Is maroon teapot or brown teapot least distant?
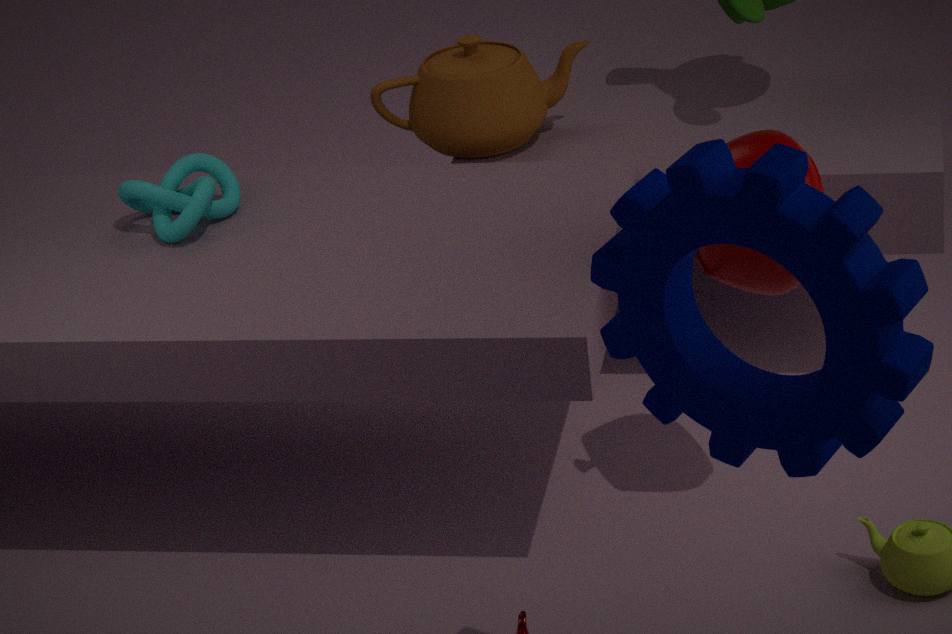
maroon teapot
